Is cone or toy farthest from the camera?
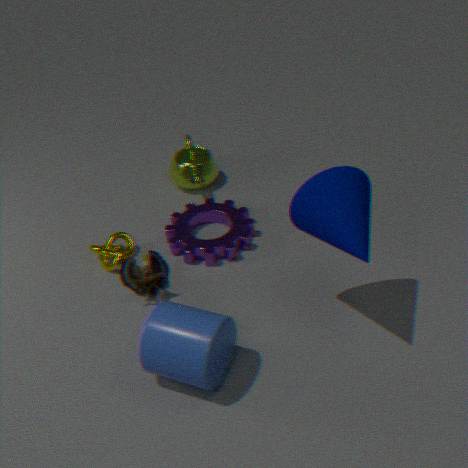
toy
